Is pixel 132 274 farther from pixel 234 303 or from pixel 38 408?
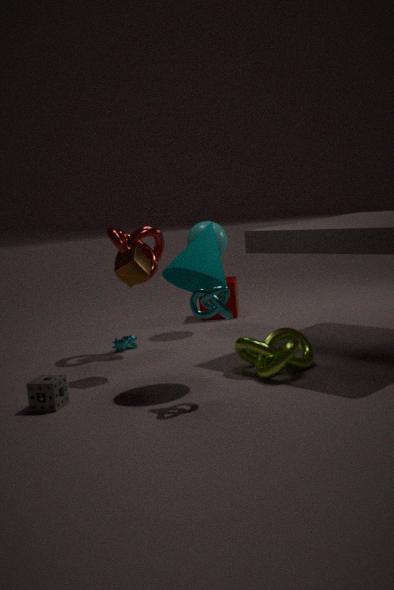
pixel 234 303
